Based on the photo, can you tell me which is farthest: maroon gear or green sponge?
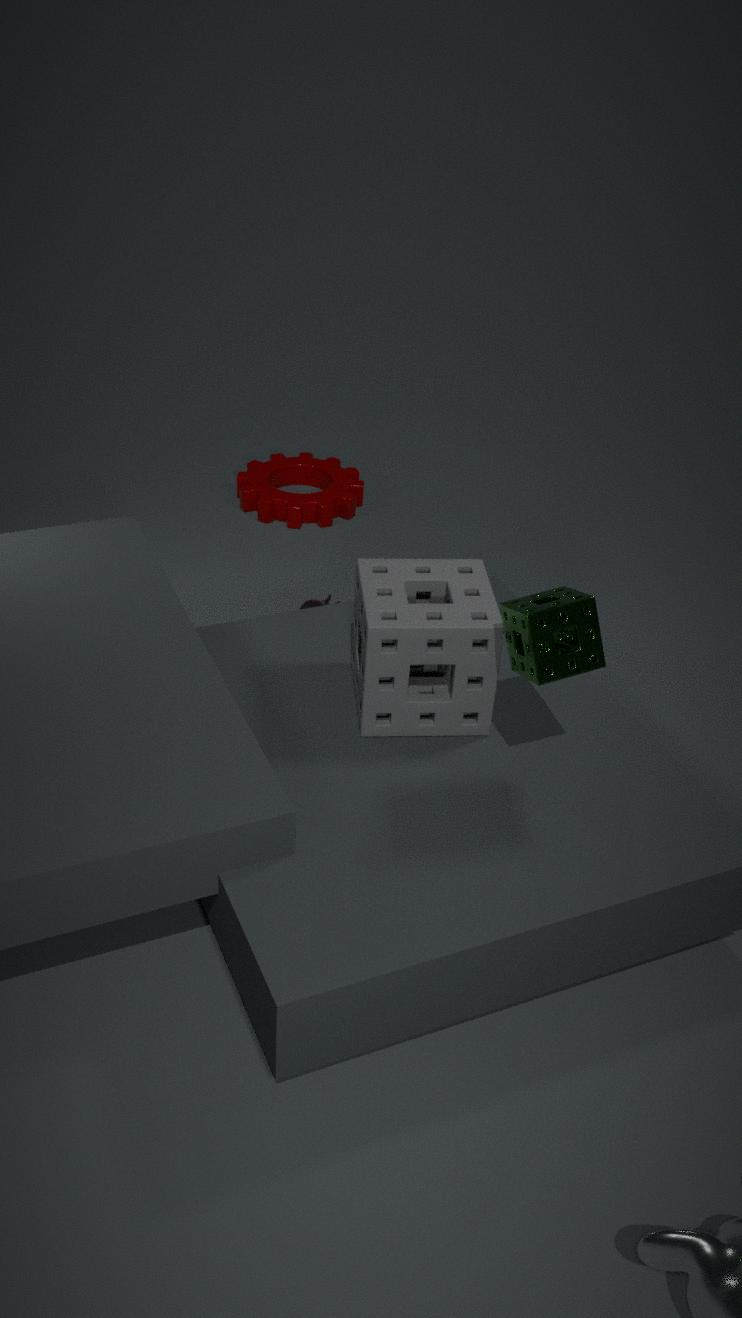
maroon gear
